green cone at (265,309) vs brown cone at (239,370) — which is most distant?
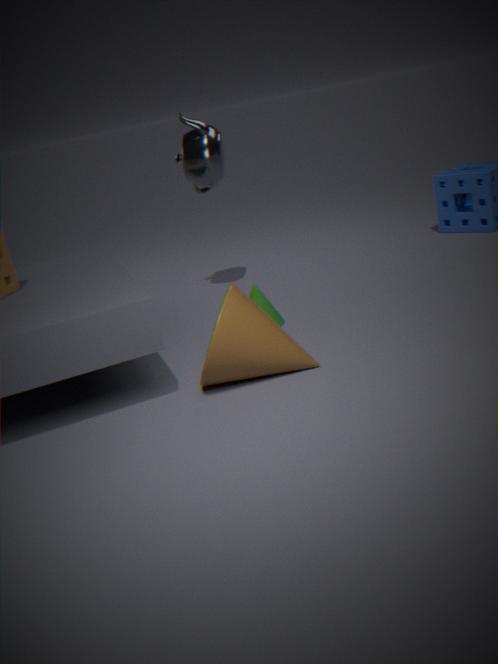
green cone at (265,309)
